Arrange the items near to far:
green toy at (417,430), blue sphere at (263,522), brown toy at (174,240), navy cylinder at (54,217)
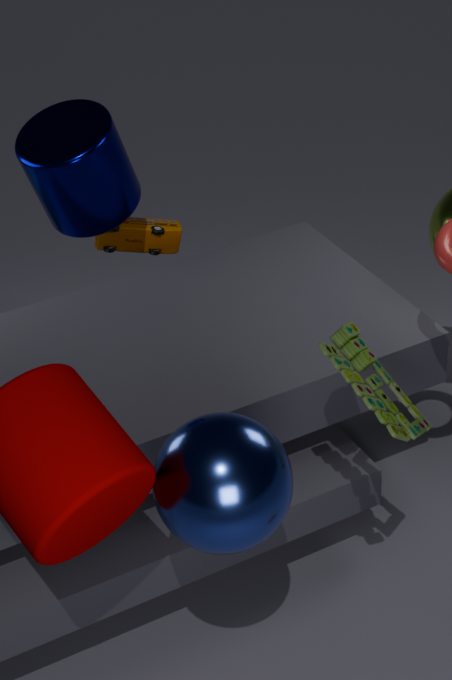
blue sphere at (263,522) → green toy at (417,430) → navy cylinder at (54,217) → brown toy at (174,240)
